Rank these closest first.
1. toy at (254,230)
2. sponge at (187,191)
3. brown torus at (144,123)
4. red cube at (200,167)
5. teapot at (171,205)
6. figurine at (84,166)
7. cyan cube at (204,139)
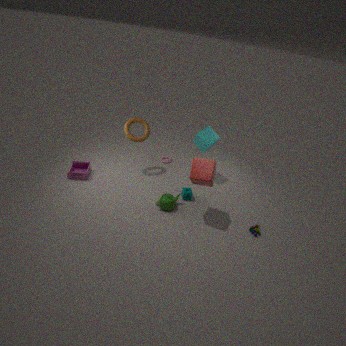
1. red cube at (200,167)
2. toy at (254,230)
3. teapot at (171,205)
4. sponge at (187,191)
5. figurine at (84,166)
6. brown torus at (144,123)
7. cyan cube at (204,139)
